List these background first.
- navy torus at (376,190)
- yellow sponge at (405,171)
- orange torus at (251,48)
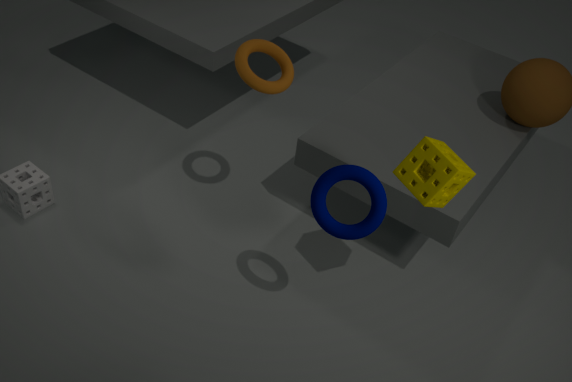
1. orange torus at (251,48)
2. yellow sponge at (405,171)
3. navy torus at (376,190)
